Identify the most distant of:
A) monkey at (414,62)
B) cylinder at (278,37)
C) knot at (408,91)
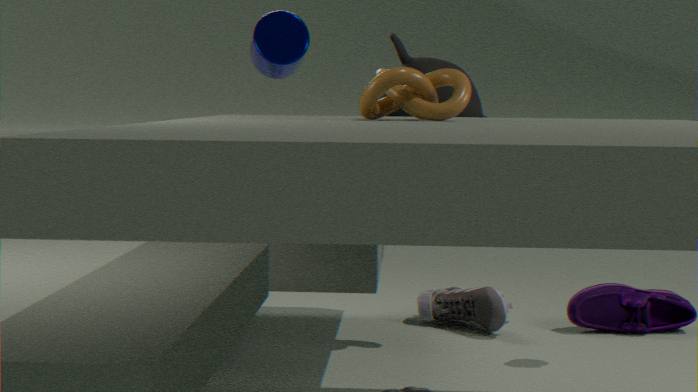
monkey at (414,62)
